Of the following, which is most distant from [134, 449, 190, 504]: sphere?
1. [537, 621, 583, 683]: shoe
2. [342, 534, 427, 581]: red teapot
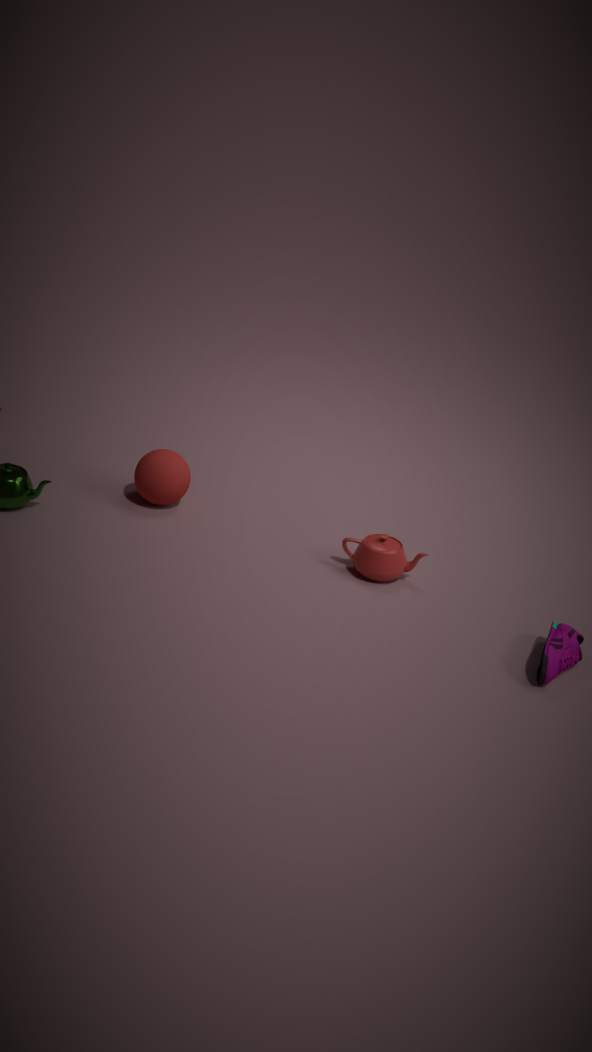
[537, 621, 583, 683]: shoe
